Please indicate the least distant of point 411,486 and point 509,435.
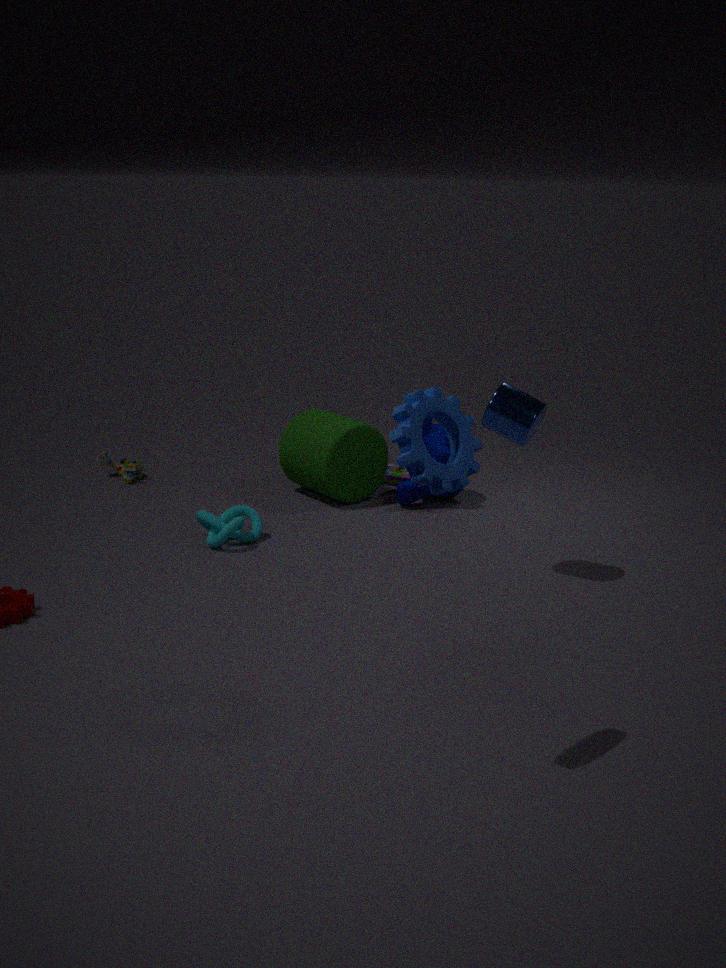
point 509,435
